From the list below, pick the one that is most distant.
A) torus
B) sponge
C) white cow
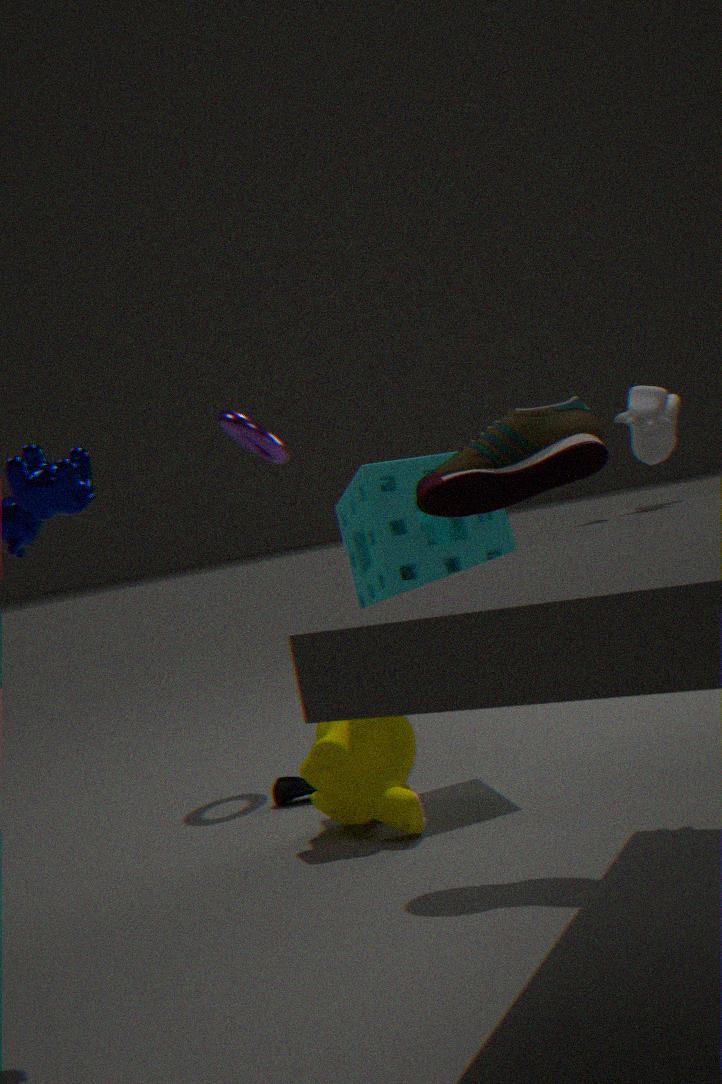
torus
